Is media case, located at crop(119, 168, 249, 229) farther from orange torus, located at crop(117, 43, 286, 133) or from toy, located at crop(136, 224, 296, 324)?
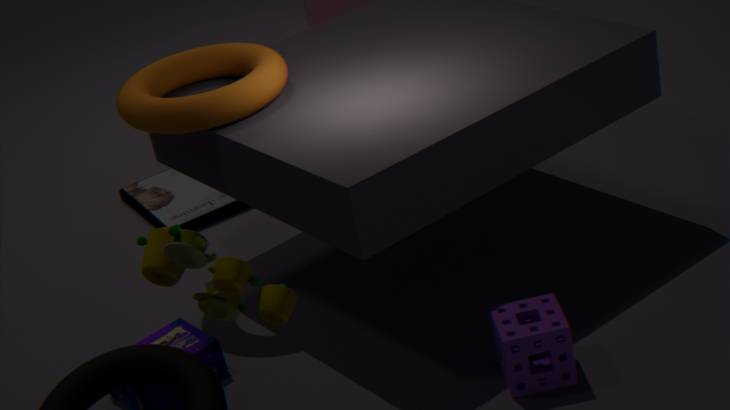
toy, located at crop(136, 224, 296, 324)
